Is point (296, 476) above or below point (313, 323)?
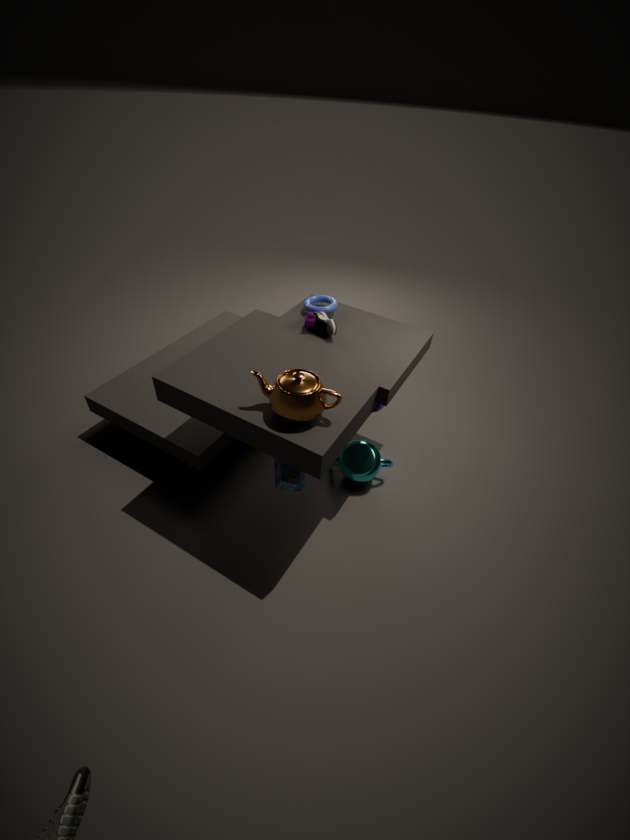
below
